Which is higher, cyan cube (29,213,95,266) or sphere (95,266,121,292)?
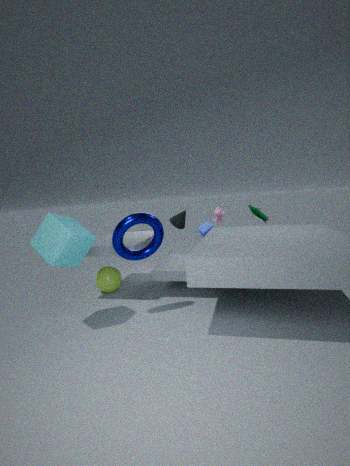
cyan cube (29,213,95,266)
